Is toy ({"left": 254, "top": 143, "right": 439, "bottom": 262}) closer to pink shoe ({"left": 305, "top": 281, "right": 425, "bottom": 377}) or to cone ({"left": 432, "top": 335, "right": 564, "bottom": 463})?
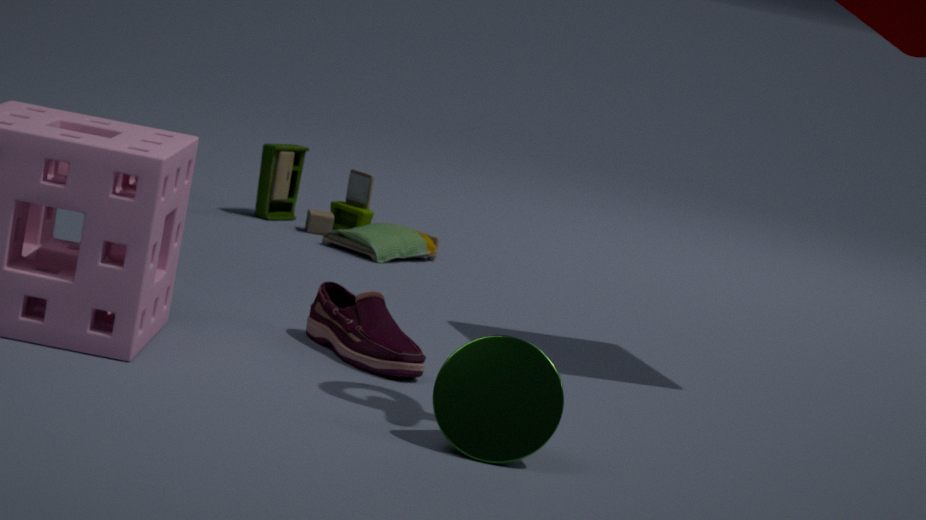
pink shoe ({"left": 305, "top": 281, "right": 425, "bottom": 377})
